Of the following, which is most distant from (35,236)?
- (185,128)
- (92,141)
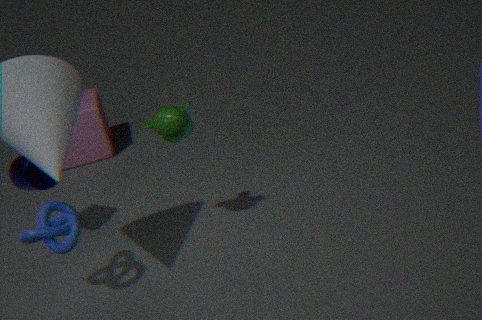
(92,141)
